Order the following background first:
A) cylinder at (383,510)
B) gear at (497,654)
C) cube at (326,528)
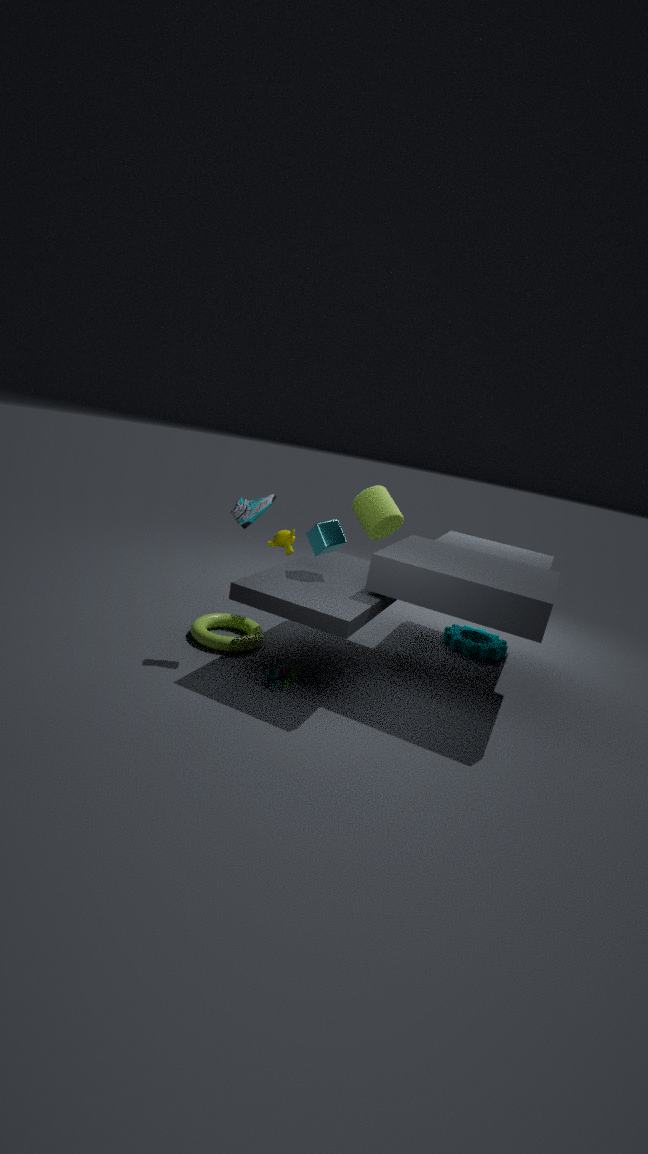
cylinder at (383,510) → gear at (497,654) → cube at (326,528)
